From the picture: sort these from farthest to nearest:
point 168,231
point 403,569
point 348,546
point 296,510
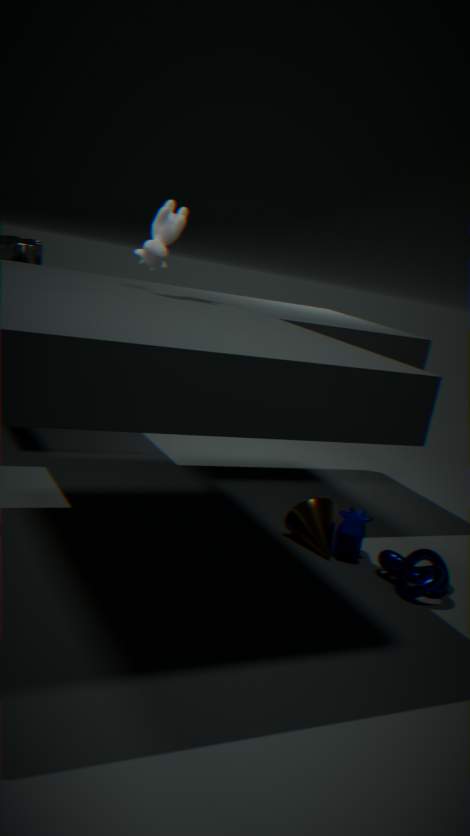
point 296,510 → point 348,546 → point 403,569 → point 168,231
